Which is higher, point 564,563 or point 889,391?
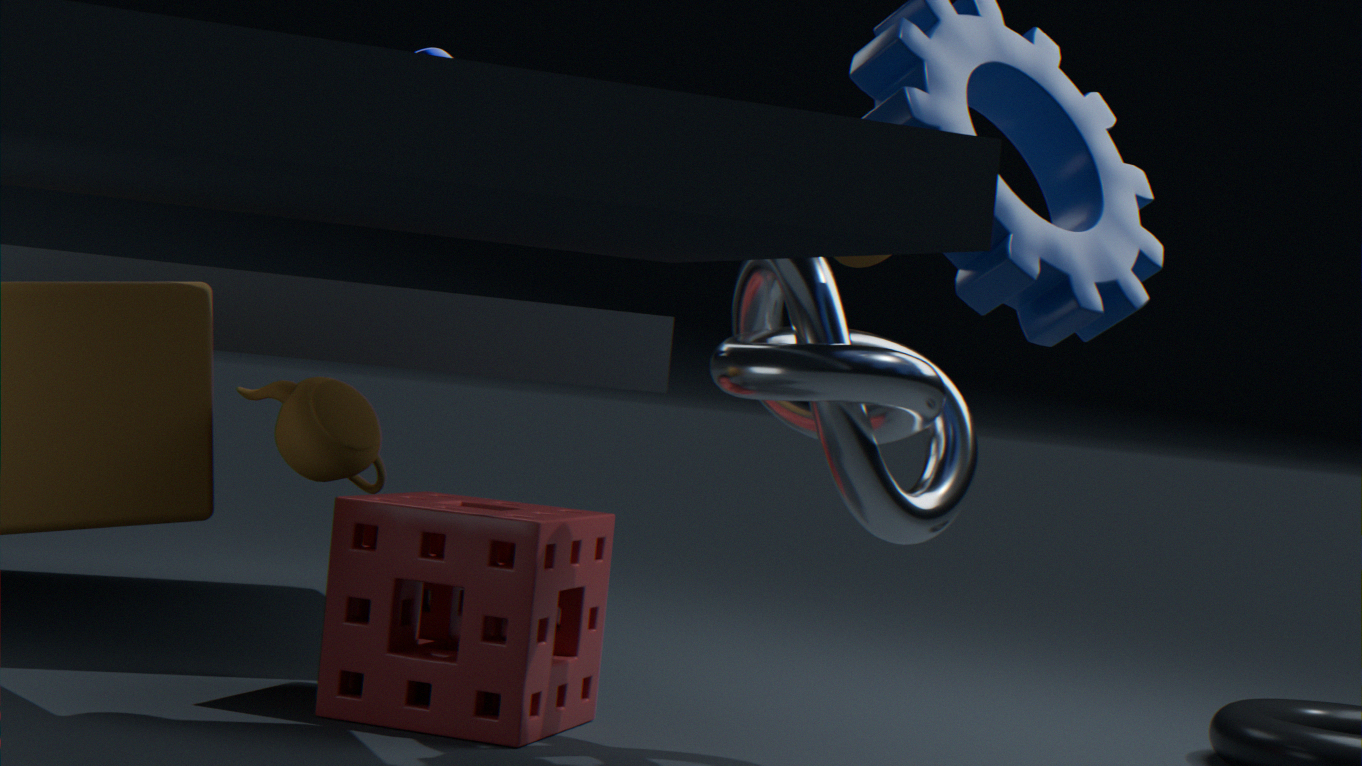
point 889,391
